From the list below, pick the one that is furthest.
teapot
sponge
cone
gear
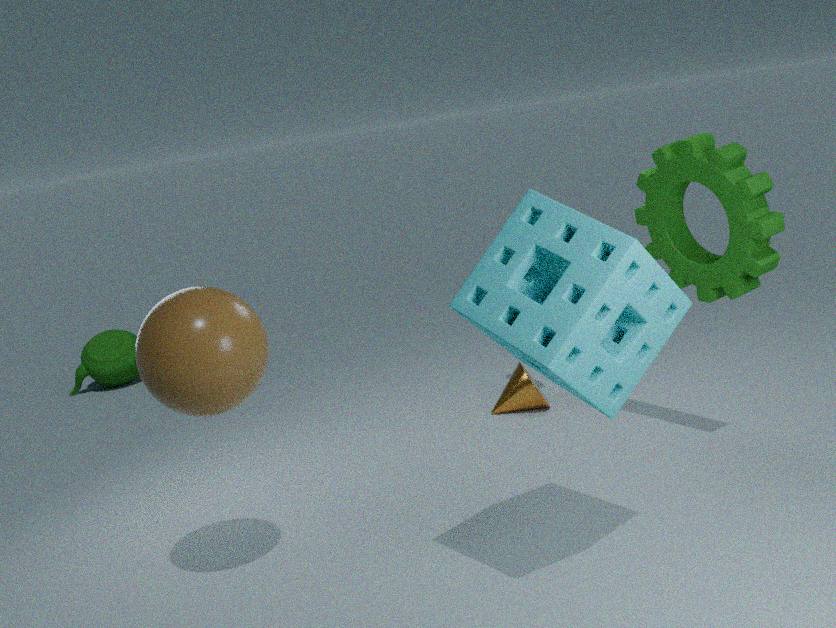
teapot
